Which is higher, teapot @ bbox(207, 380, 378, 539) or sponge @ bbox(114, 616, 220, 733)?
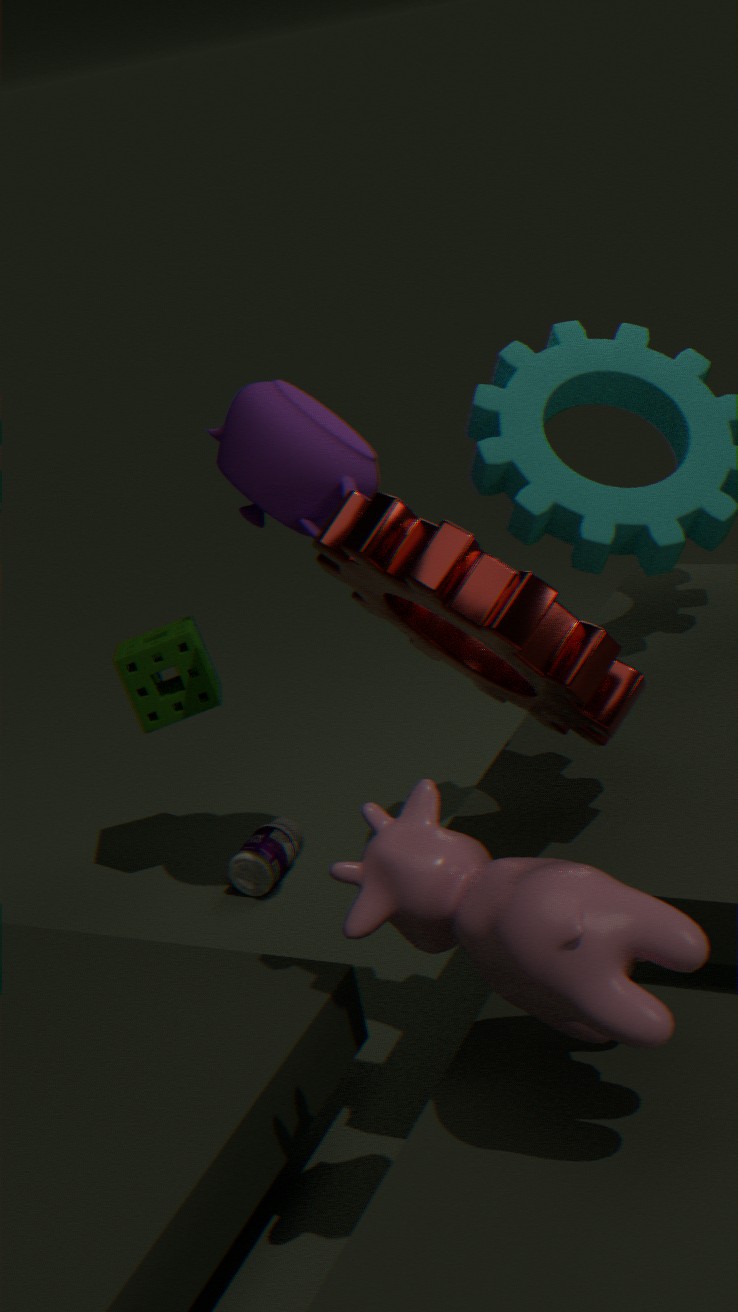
teapot @ bbox(207, 380, 378, 539)
